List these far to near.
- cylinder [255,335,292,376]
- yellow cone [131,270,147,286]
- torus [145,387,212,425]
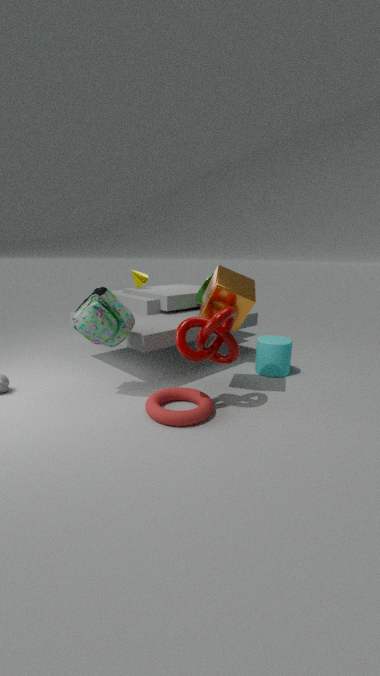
1. yellow cone [131,270,147,286]
2. cylinder [255,335,292,376]
3. torus [145,387,212,425]
